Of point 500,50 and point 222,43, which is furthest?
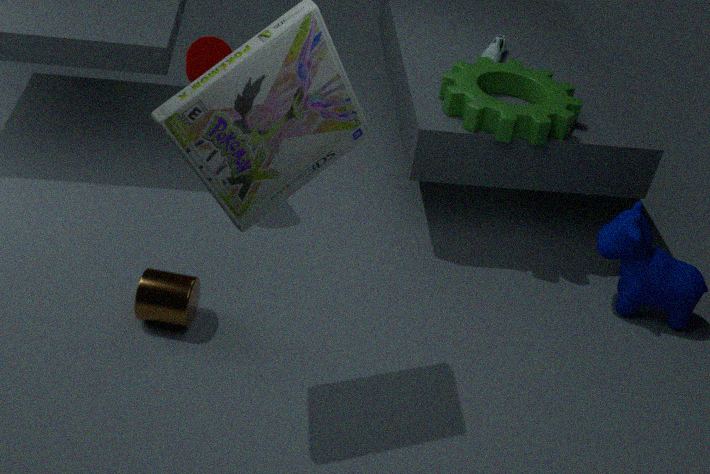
point 500,50
